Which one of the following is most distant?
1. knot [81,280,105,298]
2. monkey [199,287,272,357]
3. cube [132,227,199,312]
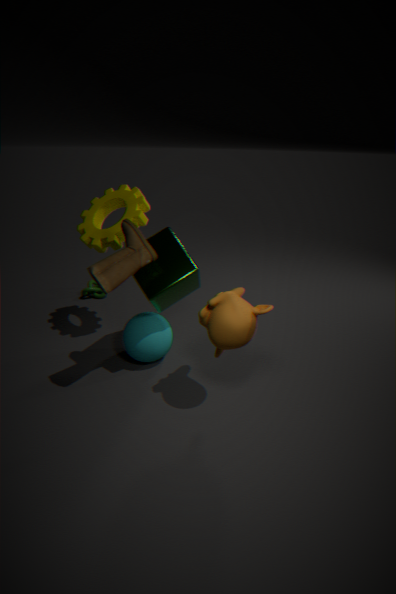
knot [81,280,105,298]
